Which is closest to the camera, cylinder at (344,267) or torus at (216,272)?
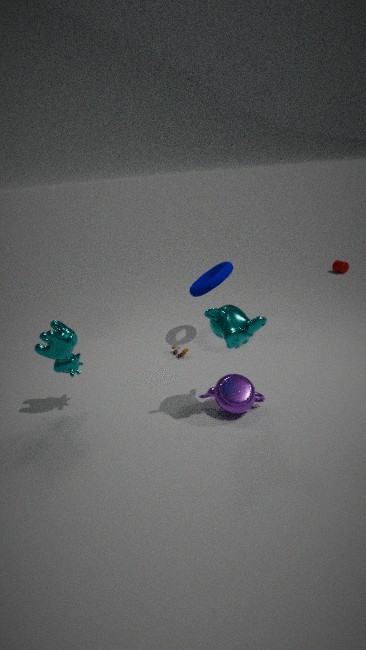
torus at (216,272)
